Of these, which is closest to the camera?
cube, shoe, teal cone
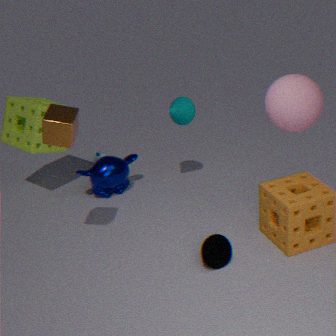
cube
